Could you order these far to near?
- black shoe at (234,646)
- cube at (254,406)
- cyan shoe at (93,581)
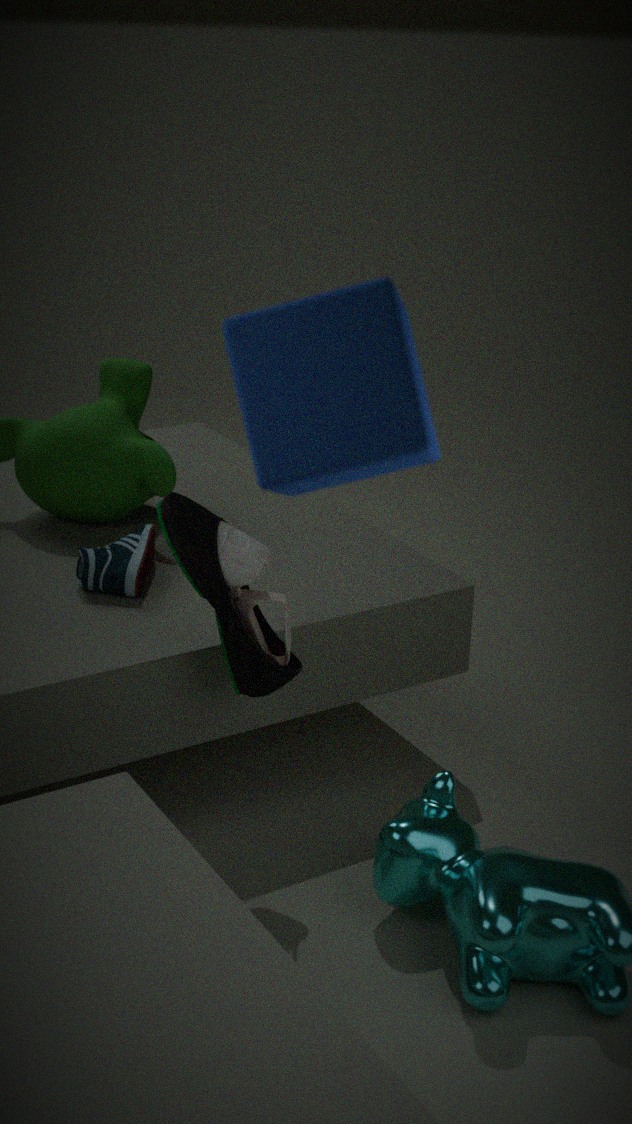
1. cyan shoe at (93,581)
2. black shoe at (234,646)
3. cube at (254,406)
